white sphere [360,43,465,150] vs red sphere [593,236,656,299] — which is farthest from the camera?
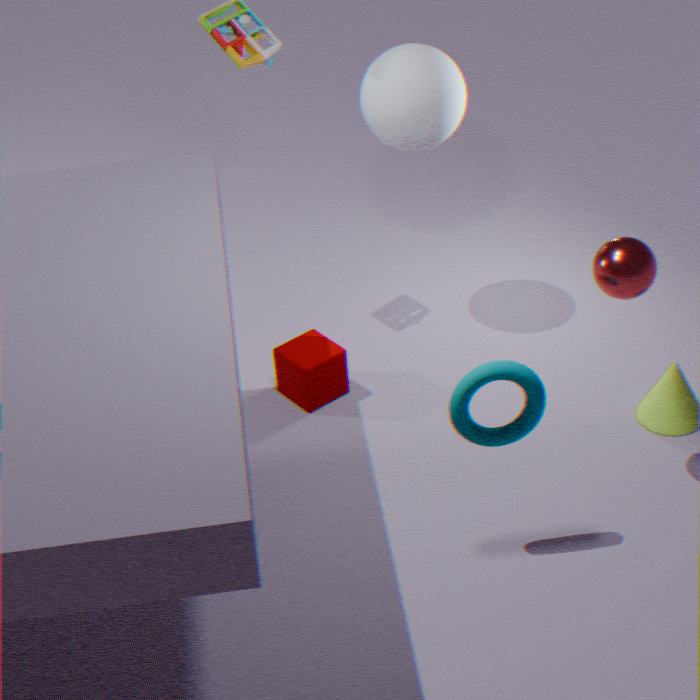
white sphere [360,43,465,150]
